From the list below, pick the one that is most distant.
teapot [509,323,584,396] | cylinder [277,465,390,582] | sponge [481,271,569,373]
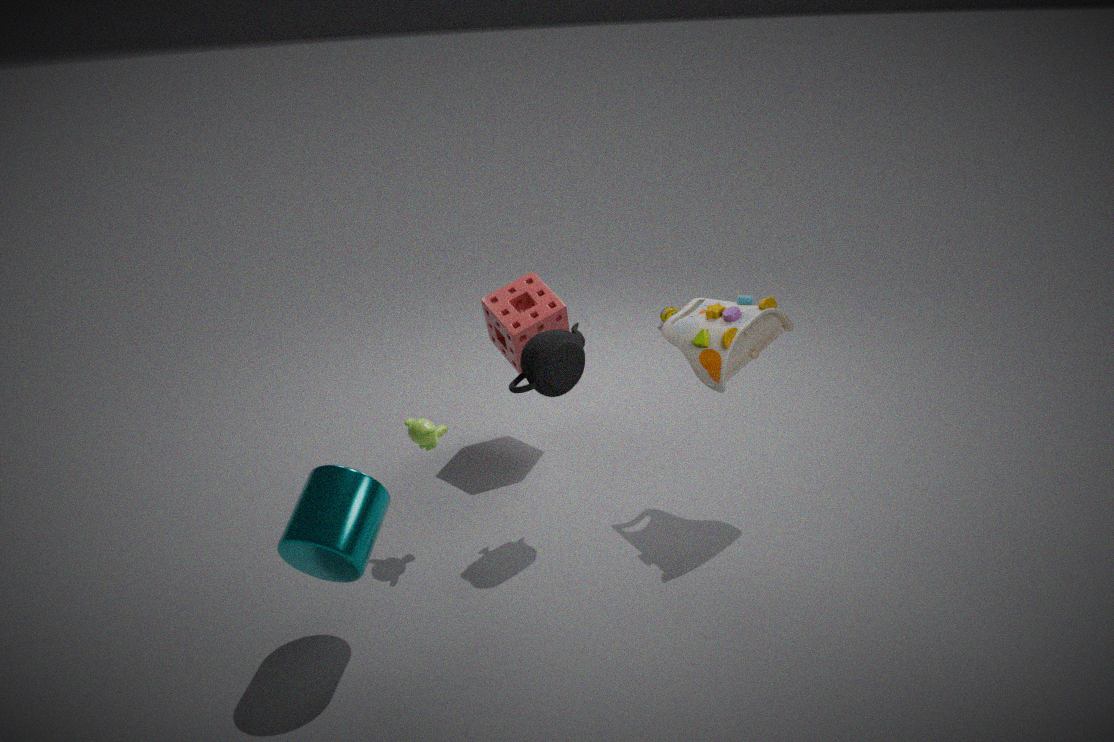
sponge [481,271,569,373]
